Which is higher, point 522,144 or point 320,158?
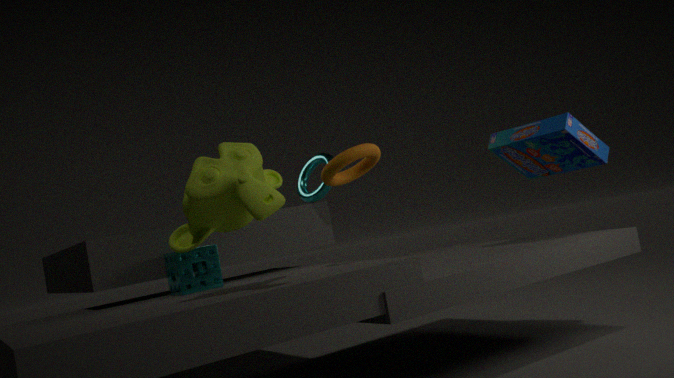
point 320,158
